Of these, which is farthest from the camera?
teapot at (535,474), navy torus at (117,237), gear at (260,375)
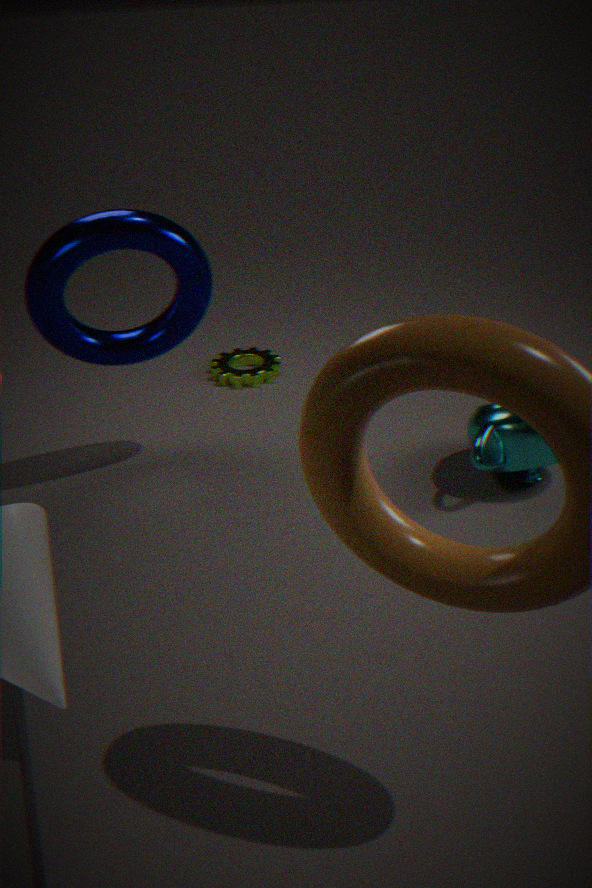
gear at (260,375)
